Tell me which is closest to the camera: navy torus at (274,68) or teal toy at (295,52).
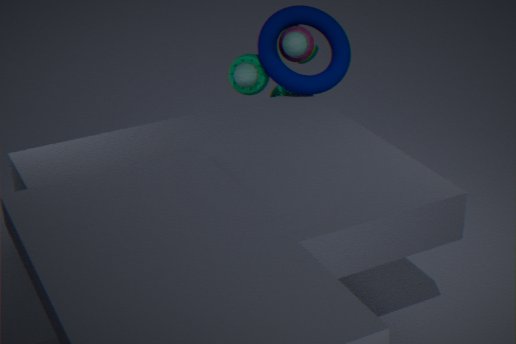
teal toy at (295,52)
